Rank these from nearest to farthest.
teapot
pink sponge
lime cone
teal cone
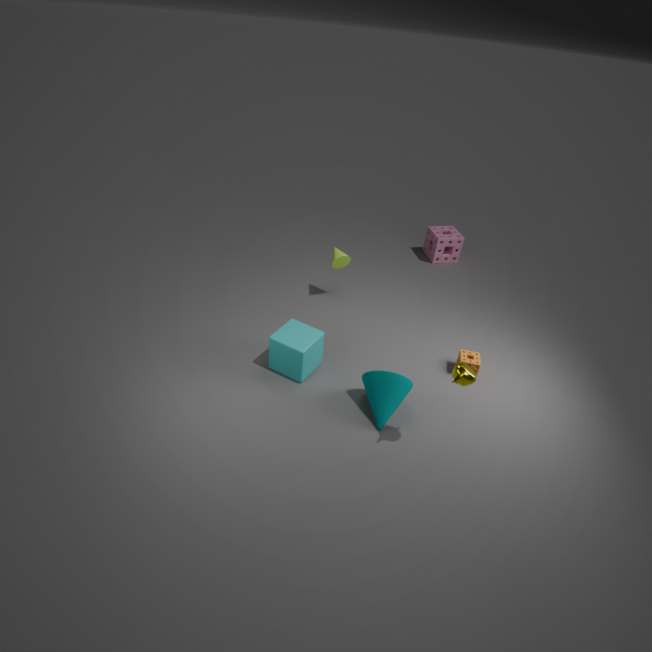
teapot → teal cone → lime cone → pink sponge
